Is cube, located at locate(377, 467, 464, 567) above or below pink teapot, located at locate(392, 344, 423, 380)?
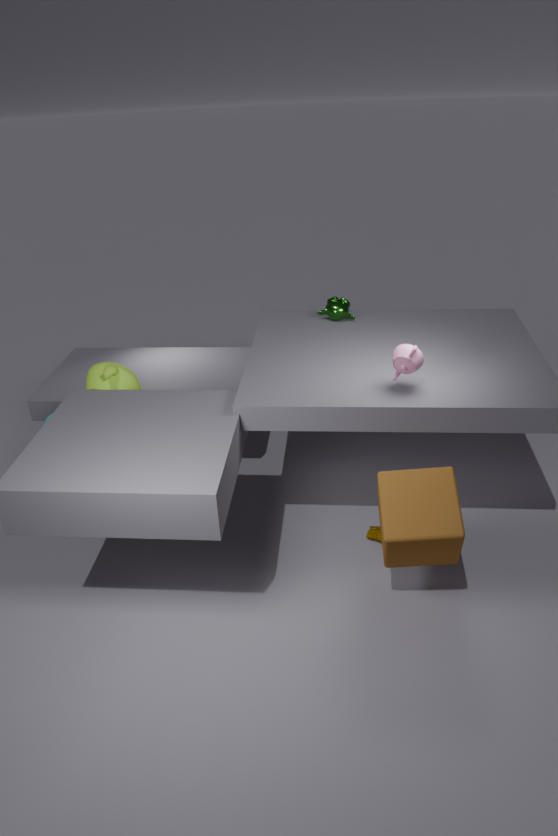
below
